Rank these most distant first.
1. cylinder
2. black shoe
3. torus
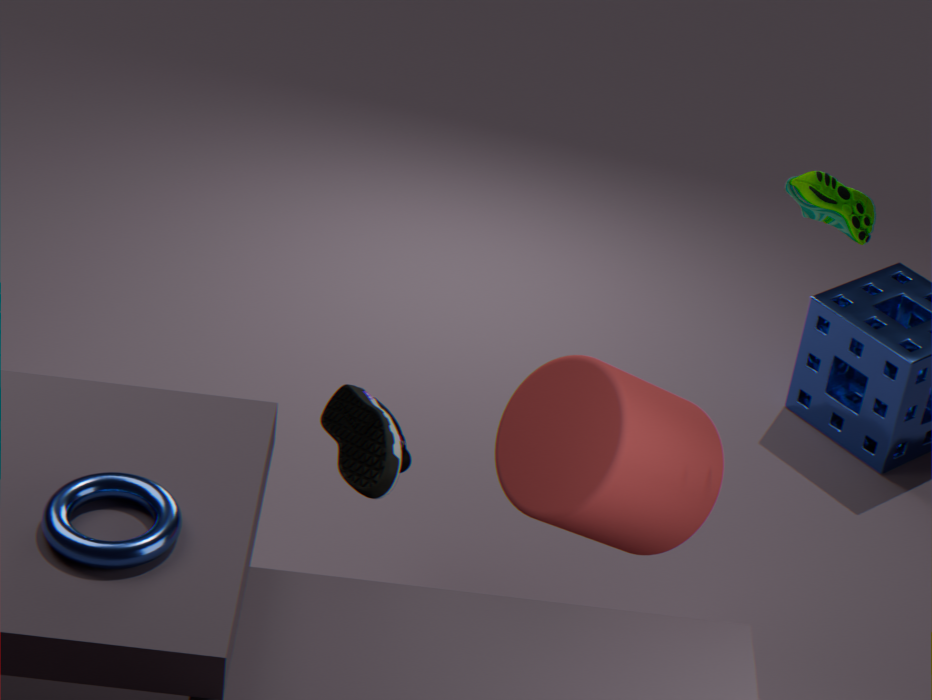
black shoe < cylinder < torus
